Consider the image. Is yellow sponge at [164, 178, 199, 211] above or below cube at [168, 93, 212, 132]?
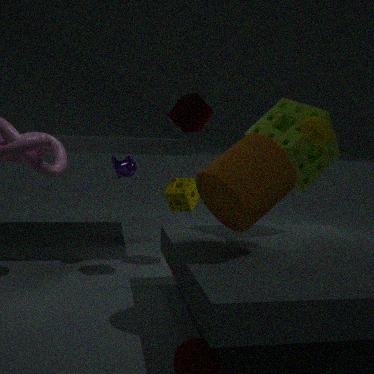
below
